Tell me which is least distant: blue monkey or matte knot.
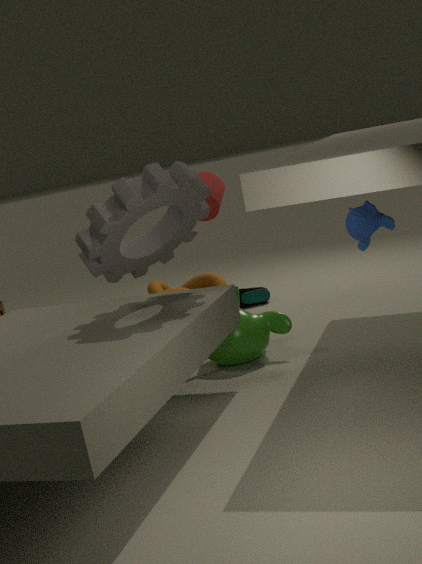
blue monkey
